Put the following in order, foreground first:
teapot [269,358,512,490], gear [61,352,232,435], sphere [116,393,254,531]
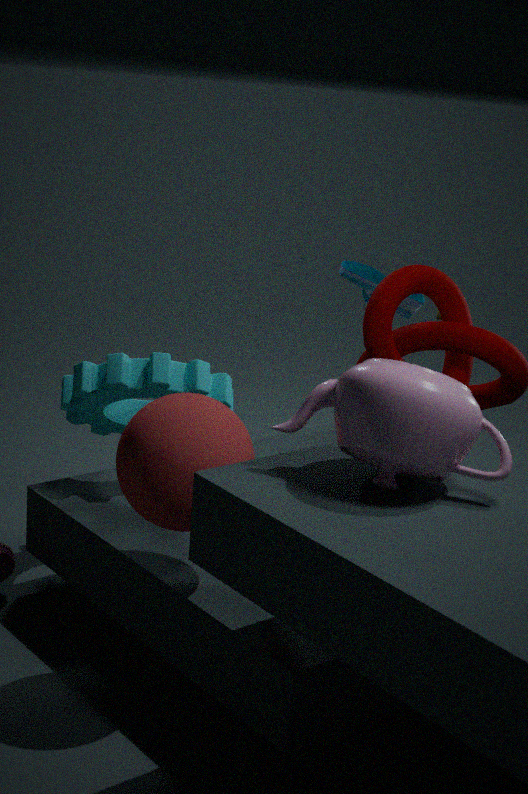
teapot [269,358,512,490], sphere [116,393,254,531], gear [61,352,232,435]
